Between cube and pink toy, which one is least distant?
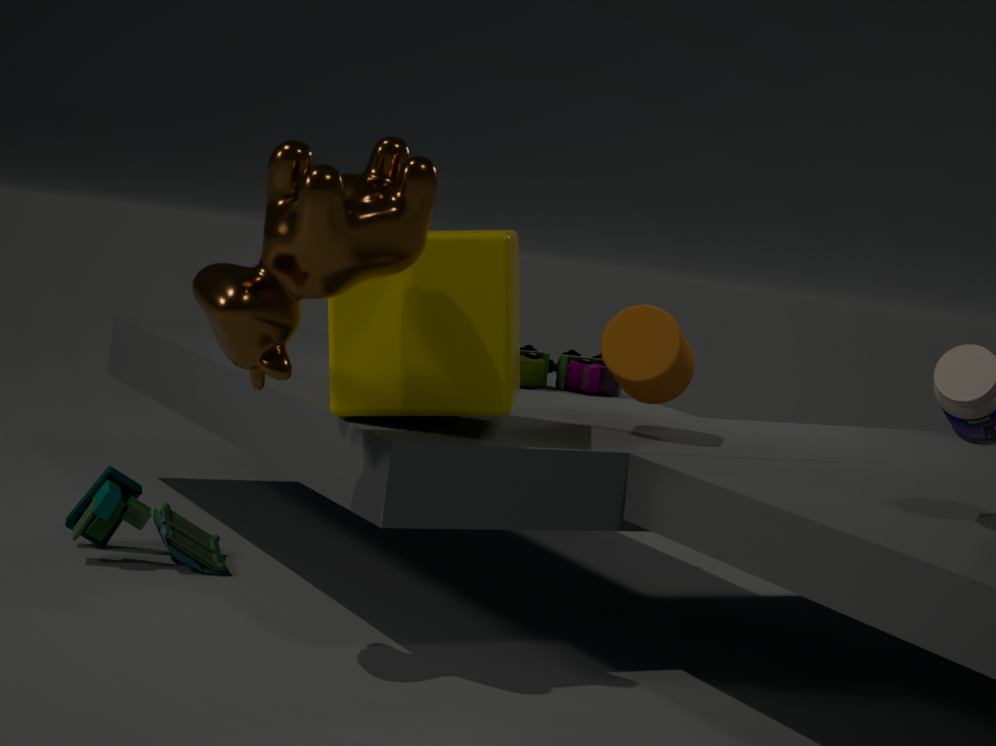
cube
